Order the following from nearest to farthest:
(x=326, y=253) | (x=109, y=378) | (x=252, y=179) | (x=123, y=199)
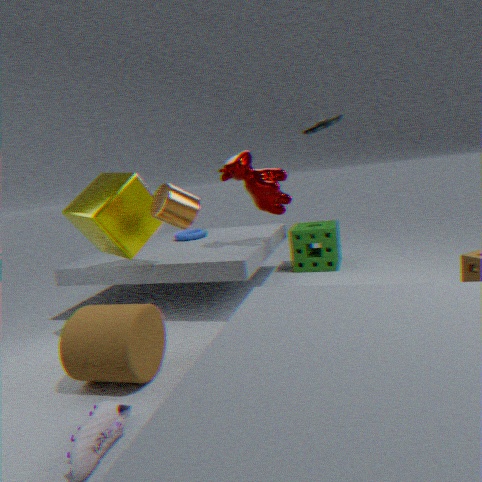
1. (x=109, y=378)
2. (x=123, y=199)
3. (x=252, y=179)
4. (x=326, y=253)
